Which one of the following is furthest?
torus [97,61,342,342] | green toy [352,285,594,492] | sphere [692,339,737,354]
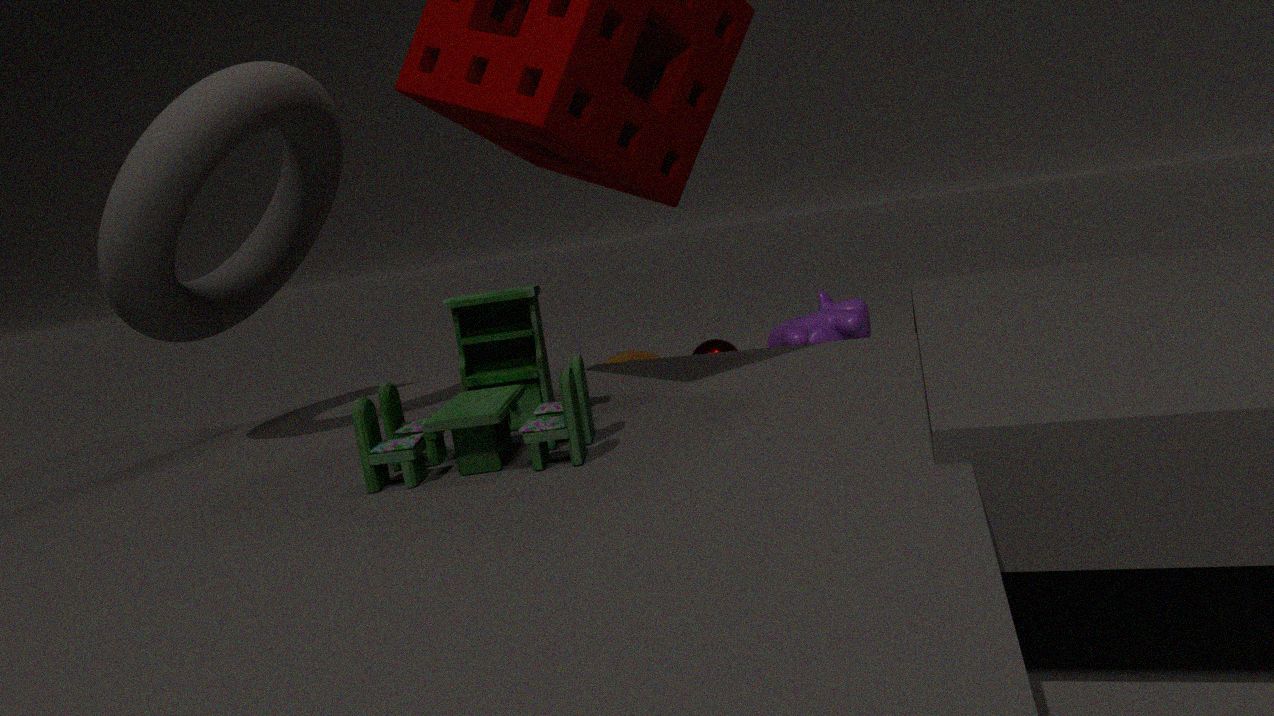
sphere [692,339,737,354]
